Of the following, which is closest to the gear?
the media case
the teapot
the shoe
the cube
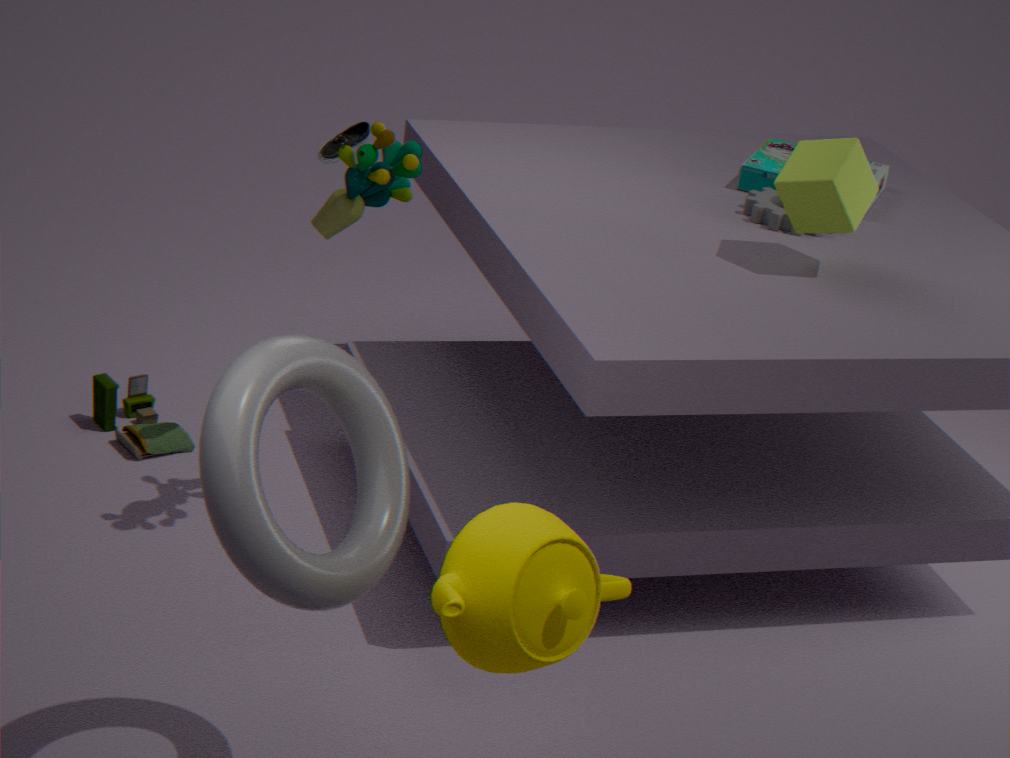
the media case
